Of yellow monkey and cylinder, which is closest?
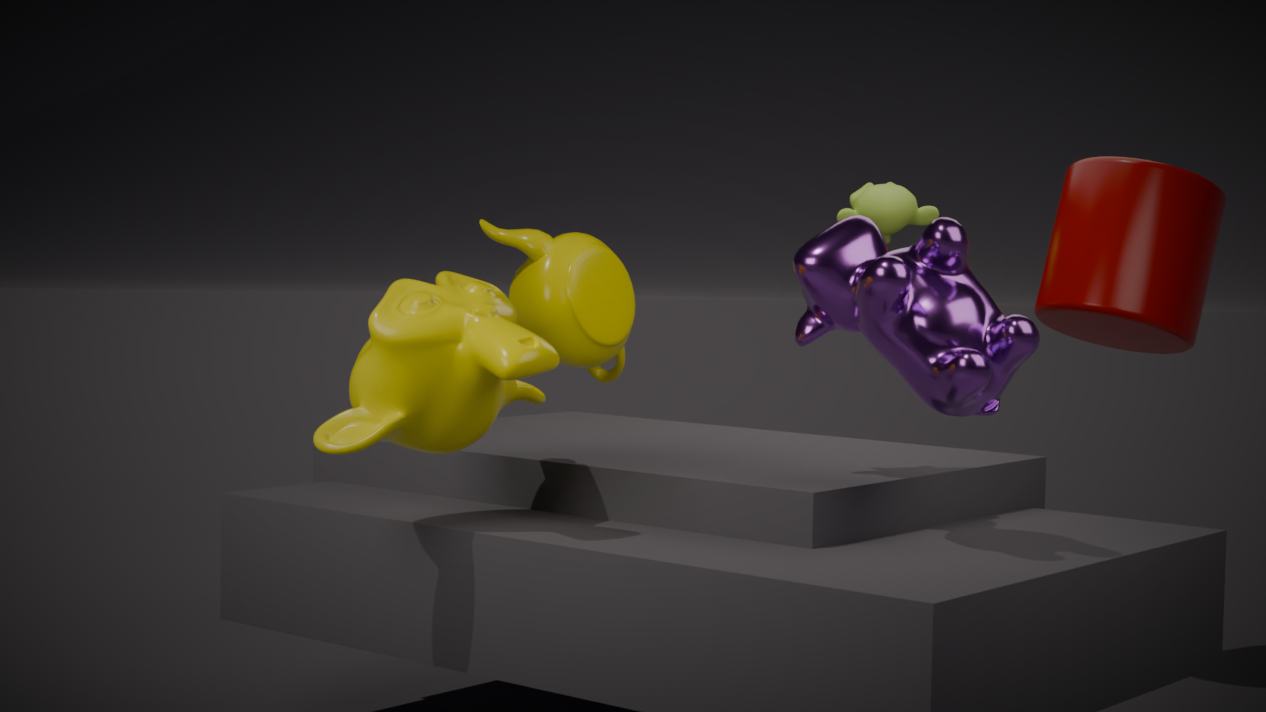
yellow monkey
